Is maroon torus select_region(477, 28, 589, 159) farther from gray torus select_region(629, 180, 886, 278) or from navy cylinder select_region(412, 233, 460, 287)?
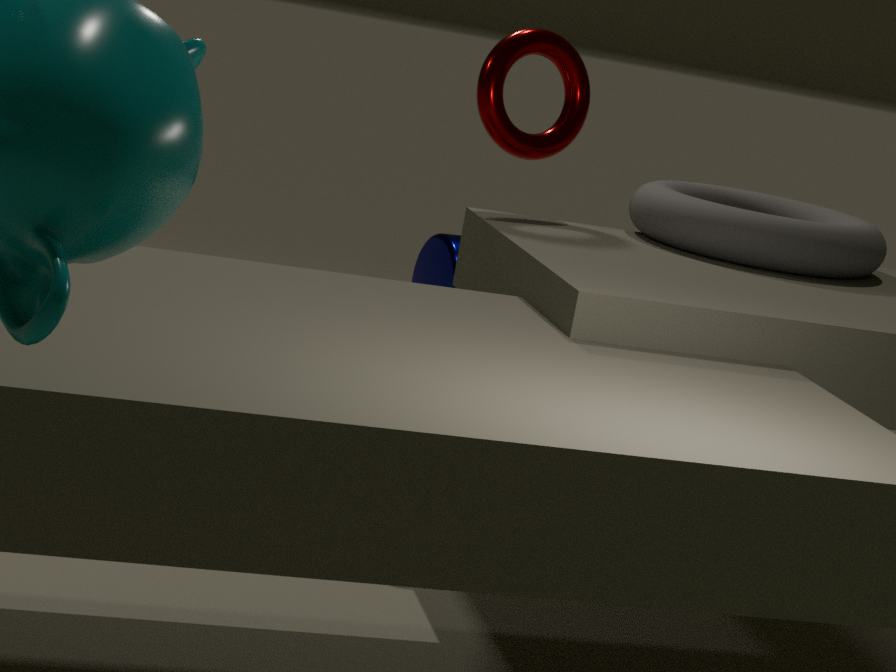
navy cylinder select_region(412, 233, 460, 287)
